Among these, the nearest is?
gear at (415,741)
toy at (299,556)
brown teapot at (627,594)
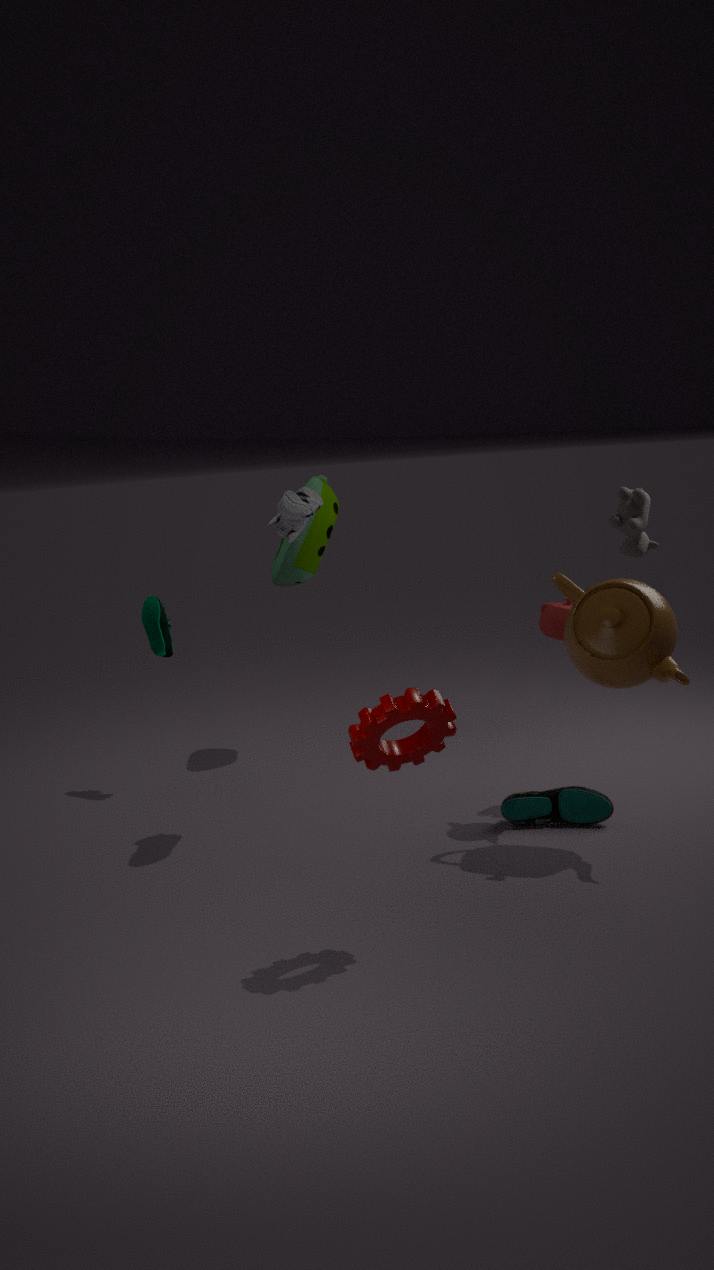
gear at (415,741)
